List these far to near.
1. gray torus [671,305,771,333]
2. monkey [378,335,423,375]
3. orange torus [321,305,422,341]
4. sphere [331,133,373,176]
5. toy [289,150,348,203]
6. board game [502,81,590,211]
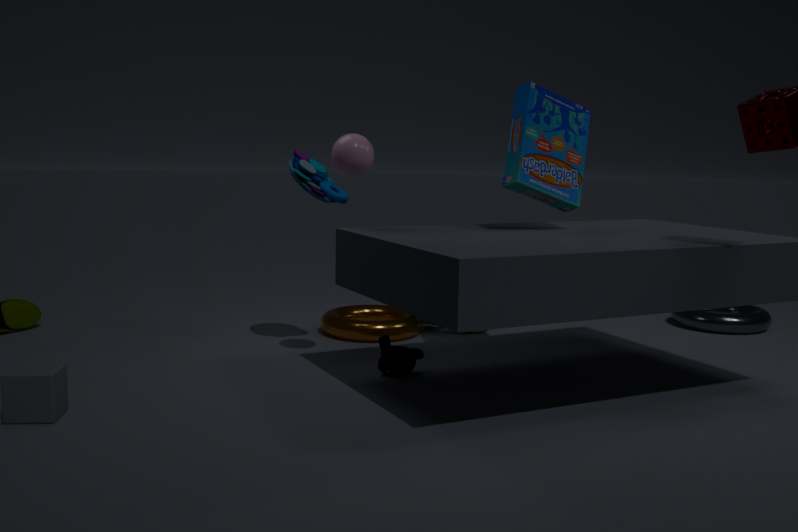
gray torus [671,305,771,333], orange torus [321,305,422,341], toy [289,150,348,203], monkey [378,335,423,375], board game [502,81,590,211], sphere [331,133,373,176]
